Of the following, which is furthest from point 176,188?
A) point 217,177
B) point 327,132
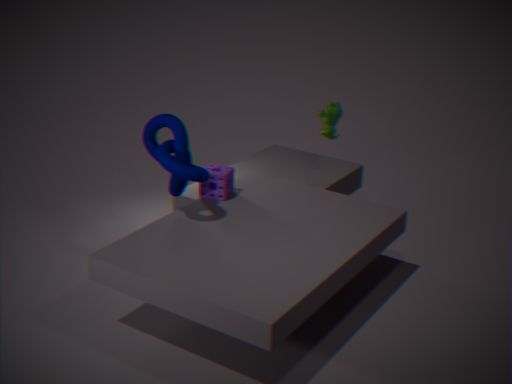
point 327,132
